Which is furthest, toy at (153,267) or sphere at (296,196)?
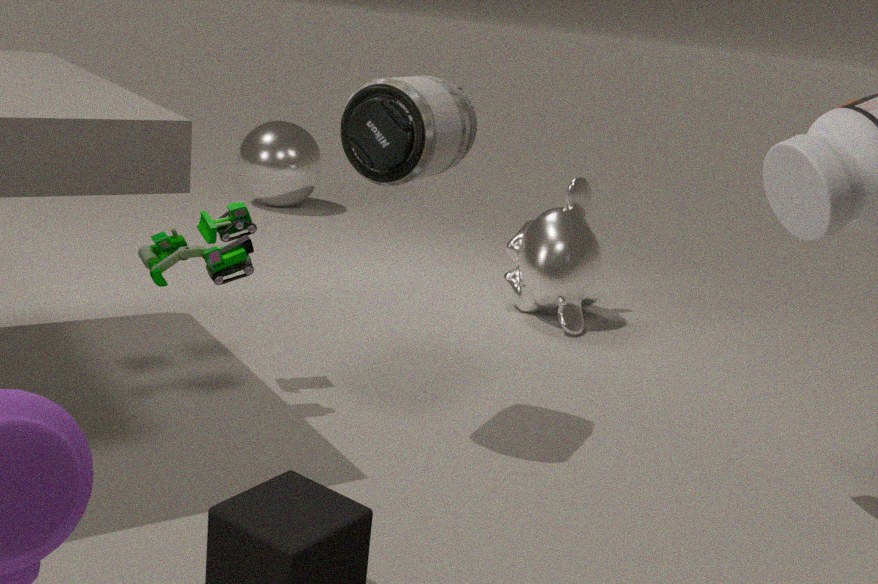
sphere at (296,196)
